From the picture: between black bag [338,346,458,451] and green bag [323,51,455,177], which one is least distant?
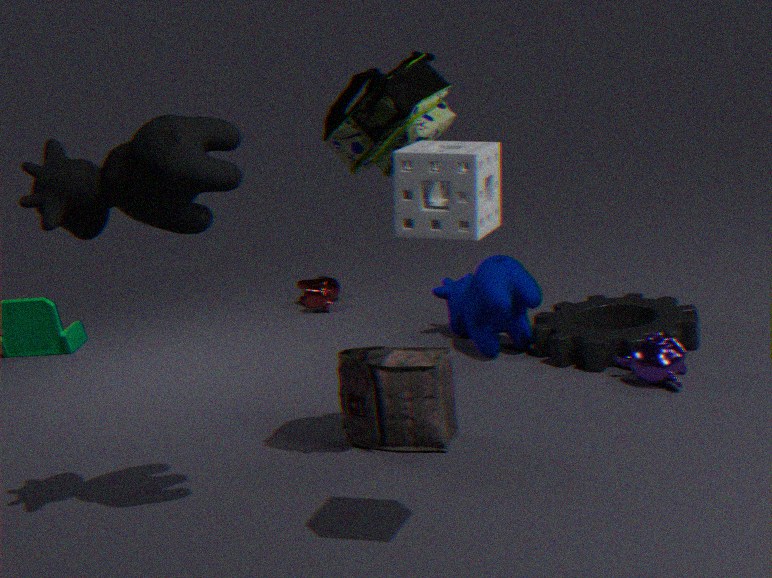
green bag [323,51,455,177]
